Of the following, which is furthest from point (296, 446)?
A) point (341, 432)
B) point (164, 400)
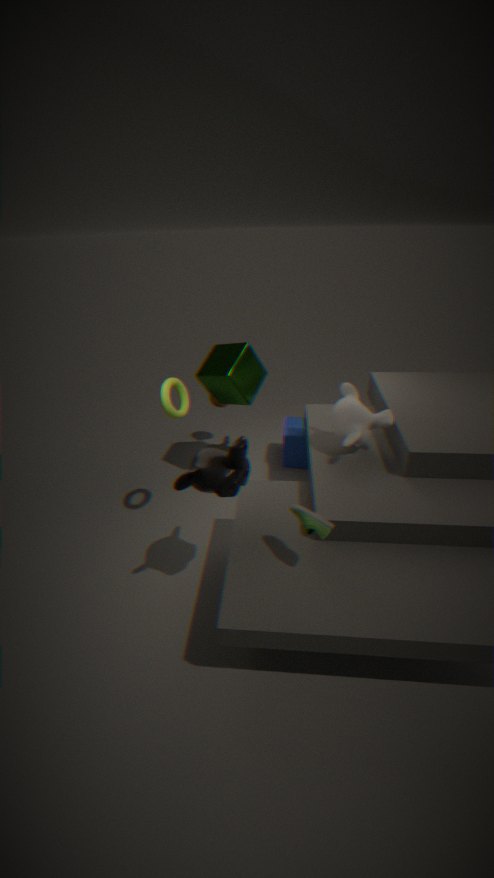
point (164, 400)
